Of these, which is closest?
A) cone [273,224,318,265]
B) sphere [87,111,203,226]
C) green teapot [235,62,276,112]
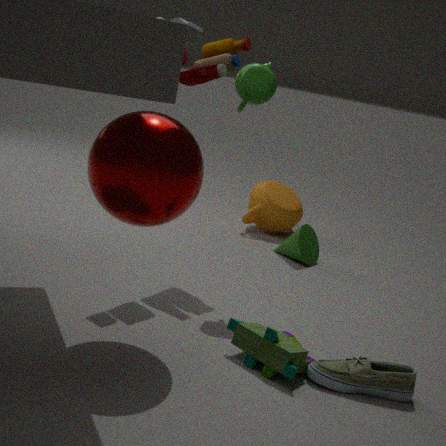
sphere [87,111,203,226]
